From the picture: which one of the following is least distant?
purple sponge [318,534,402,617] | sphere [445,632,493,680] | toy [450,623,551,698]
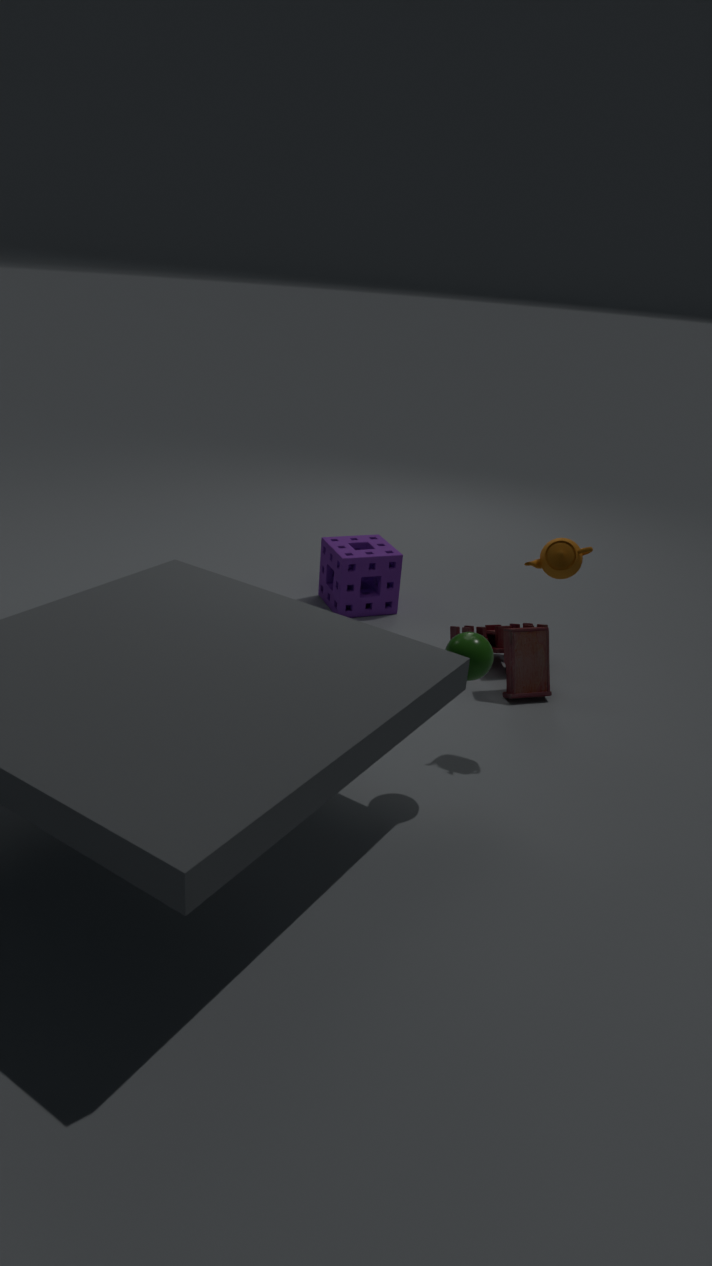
sphere [445,632,493,680]
